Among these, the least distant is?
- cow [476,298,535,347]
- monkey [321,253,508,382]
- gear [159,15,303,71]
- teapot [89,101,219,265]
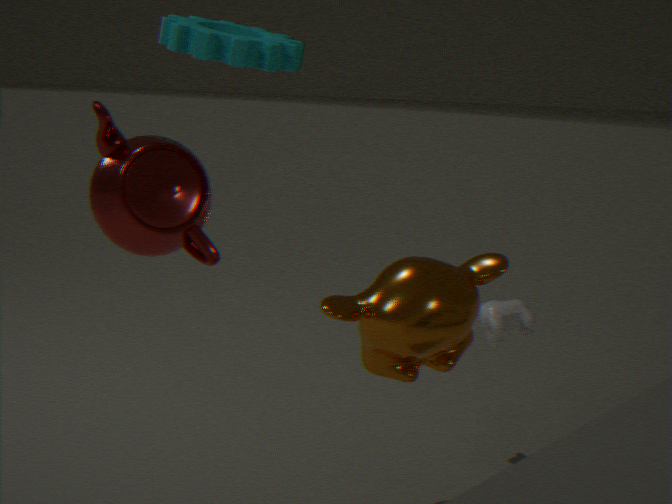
teapot [89,101,219,265]
